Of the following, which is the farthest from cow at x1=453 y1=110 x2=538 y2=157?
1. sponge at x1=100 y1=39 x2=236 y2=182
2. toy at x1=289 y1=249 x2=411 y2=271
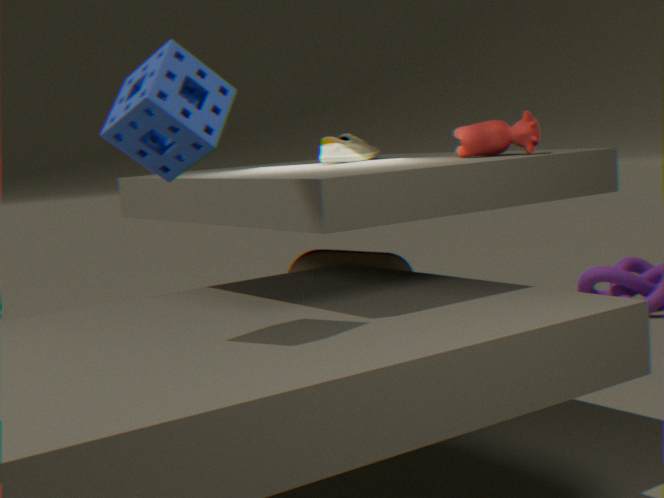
sponge at x1=100 y1=39 x2=236 y2=182
